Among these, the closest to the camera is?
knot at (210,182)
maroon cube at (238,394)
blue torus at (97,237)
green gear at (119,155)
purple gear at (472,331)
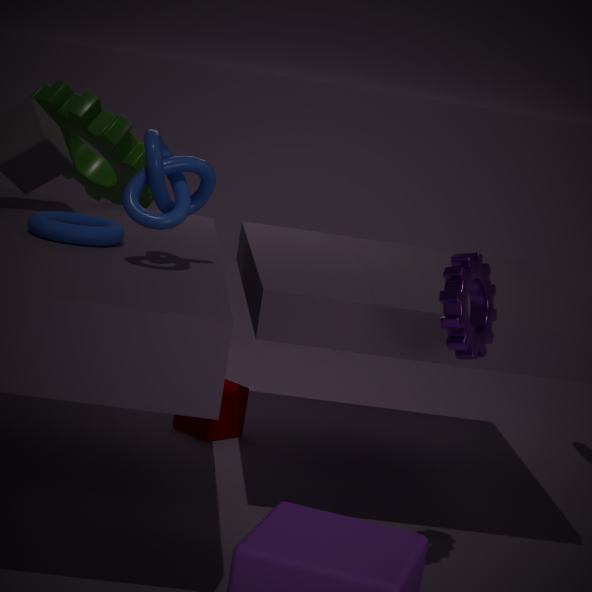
purple gear at (472,331)
